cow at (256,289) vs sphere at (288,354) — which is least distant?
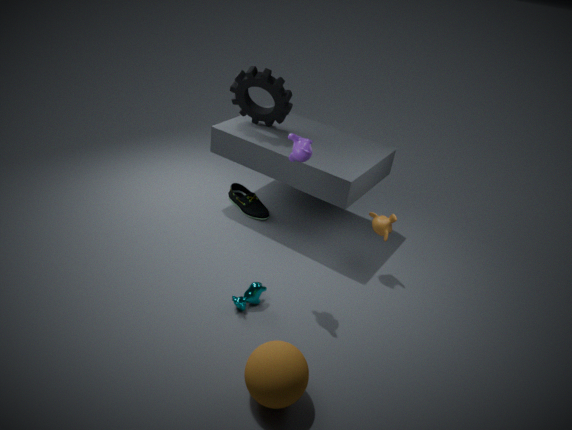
sphere at (288,354)
